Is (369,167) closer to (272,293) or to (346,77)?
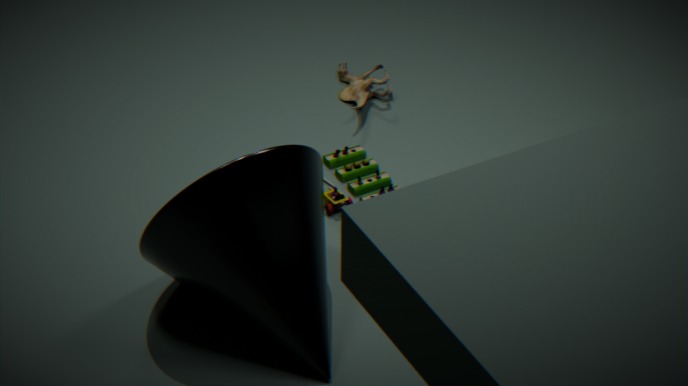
(346,77)
